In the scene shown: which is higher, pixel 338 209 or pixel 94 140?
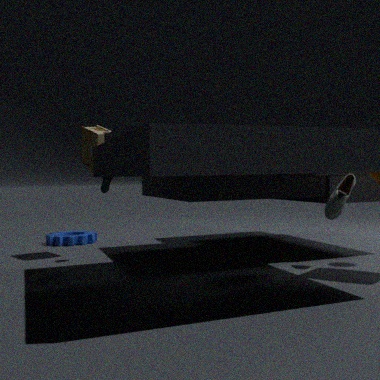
pixel 94 140
